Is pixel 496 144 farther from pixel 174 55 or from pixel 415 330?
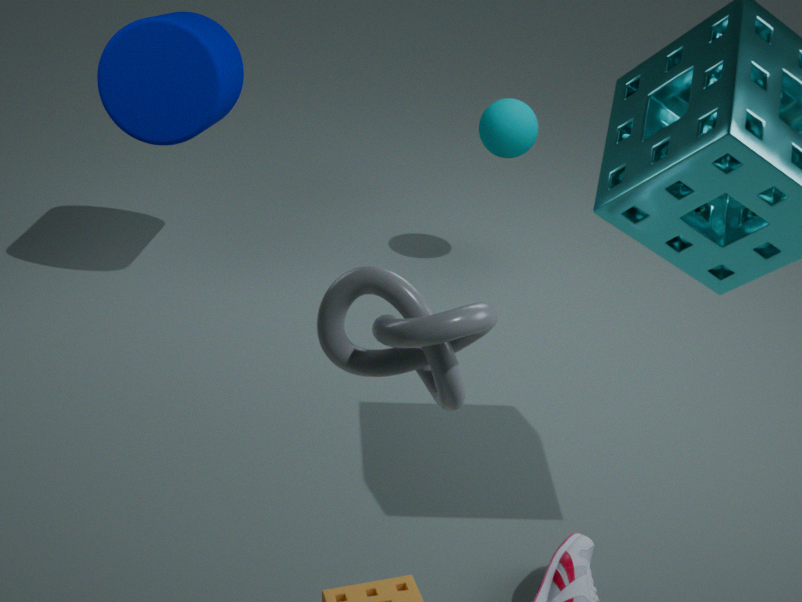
pixel 415 330
